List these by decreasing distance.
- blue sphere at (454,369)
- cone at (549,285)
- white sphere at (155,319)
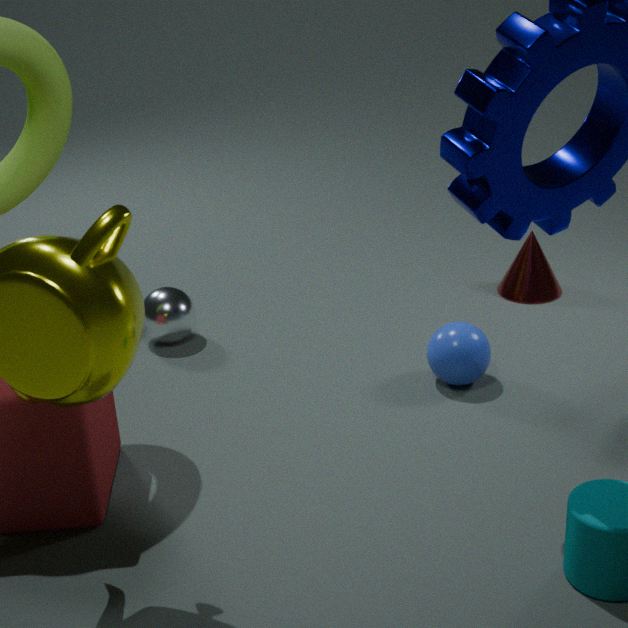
1. cone at (549,285)
2. white sphere at (155,319)
3. blue sphere at (454,369)
